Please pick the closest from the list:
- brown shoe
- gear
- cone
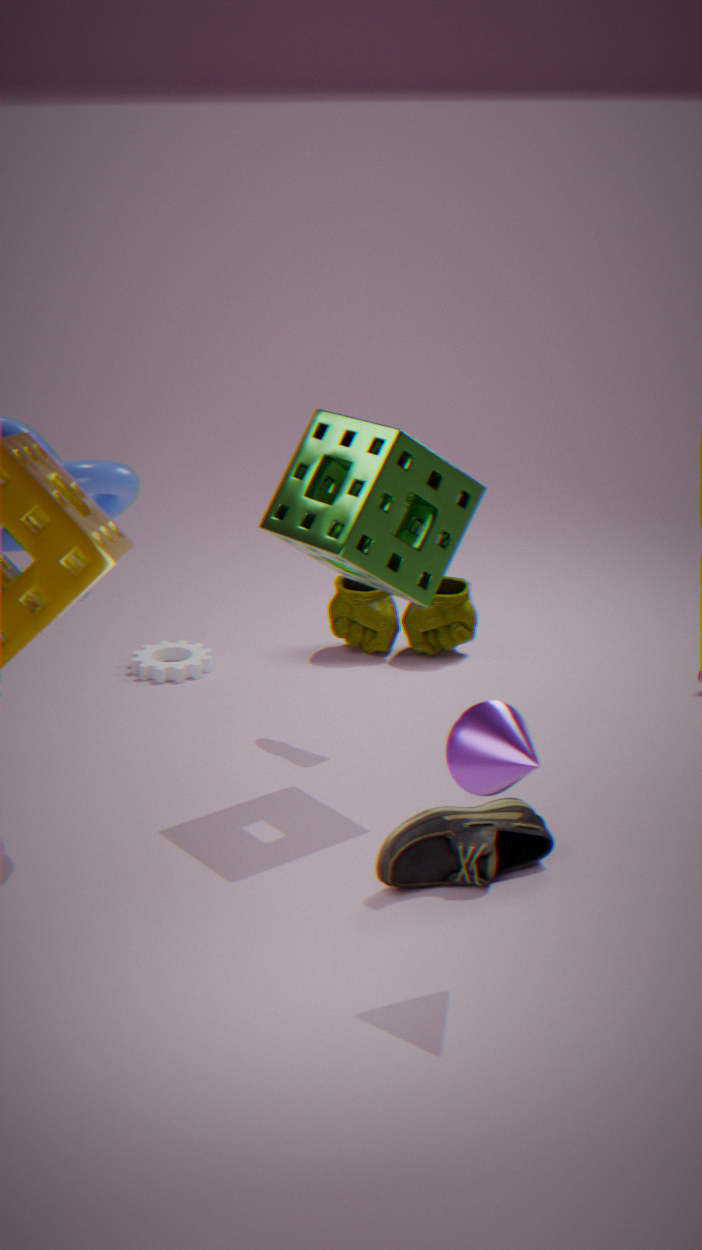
cone
